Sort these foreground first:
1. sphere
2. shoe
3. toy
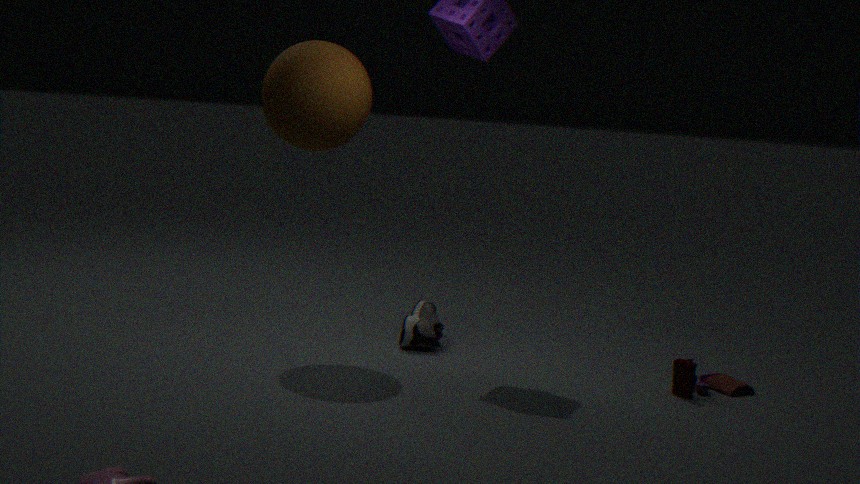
toy
sphere
shoe
